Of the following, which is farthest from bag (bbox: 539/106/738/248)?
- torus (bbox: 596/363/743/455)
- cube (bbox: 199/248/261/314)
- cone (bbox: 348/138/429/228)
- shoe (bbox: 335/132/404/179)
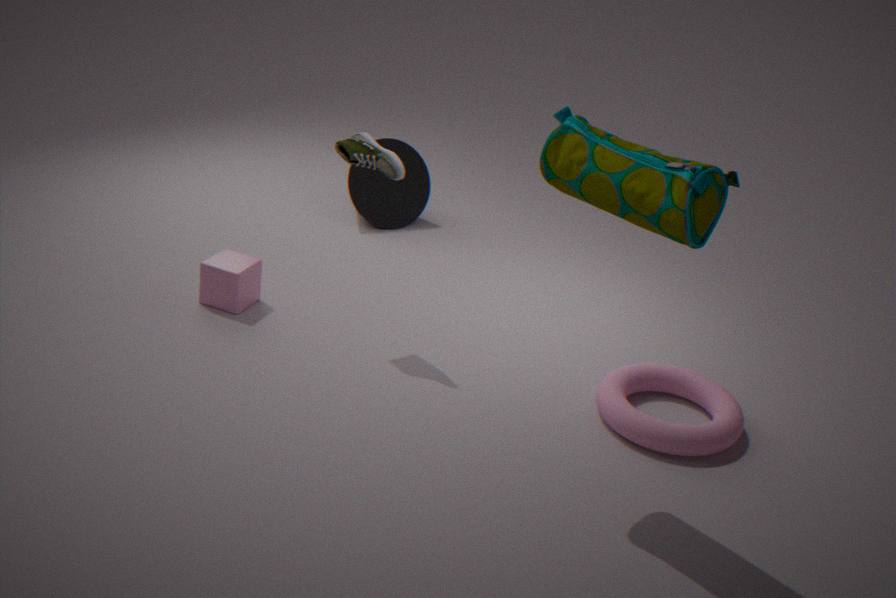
cone (bbox: 348/138/429/228)
